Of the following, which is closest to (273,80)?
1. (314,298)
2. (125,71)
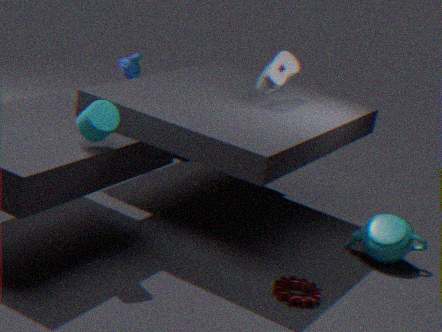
(125,71)
